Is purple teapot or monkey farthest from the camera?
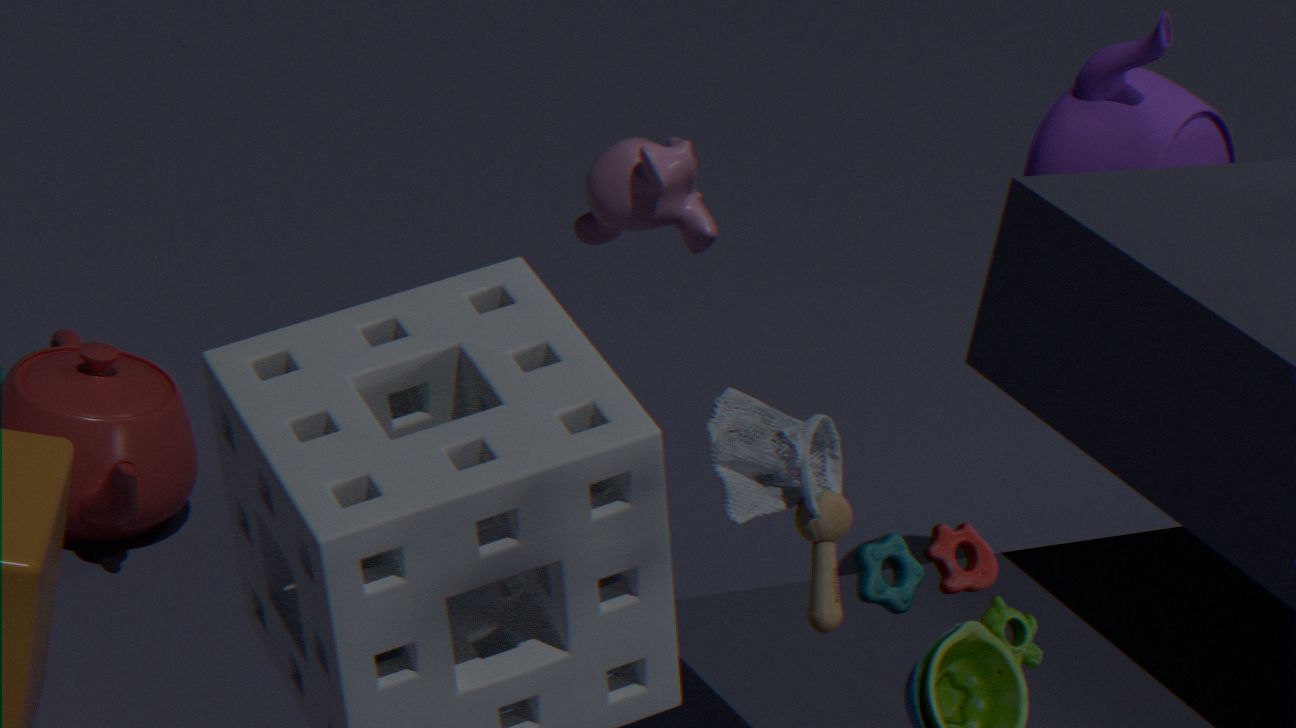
monkey
